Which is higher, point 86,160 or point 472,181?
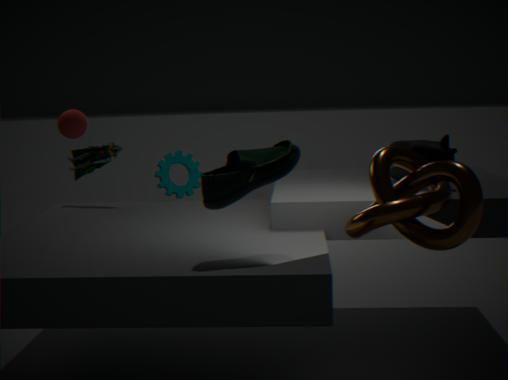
point 86,160
